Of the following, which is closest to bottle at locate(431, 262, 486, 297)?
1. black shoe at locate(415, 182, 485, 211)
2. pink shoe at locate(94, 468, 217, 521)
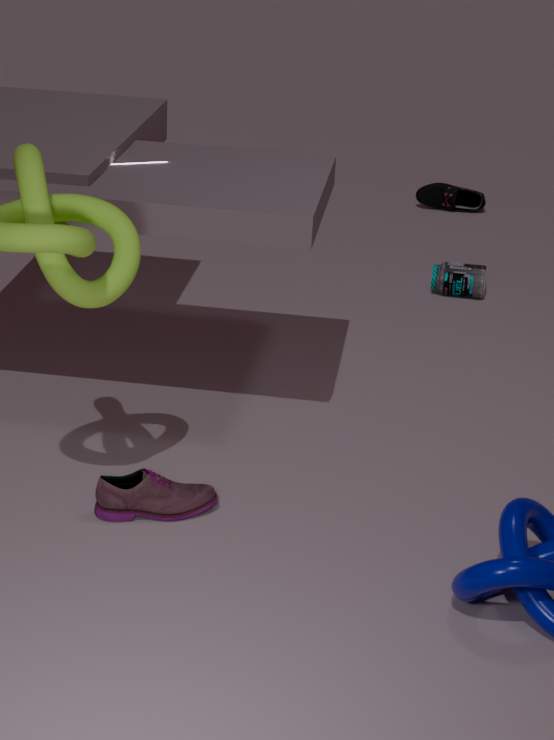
black shoe at locate(415, 182, 485, 211)
